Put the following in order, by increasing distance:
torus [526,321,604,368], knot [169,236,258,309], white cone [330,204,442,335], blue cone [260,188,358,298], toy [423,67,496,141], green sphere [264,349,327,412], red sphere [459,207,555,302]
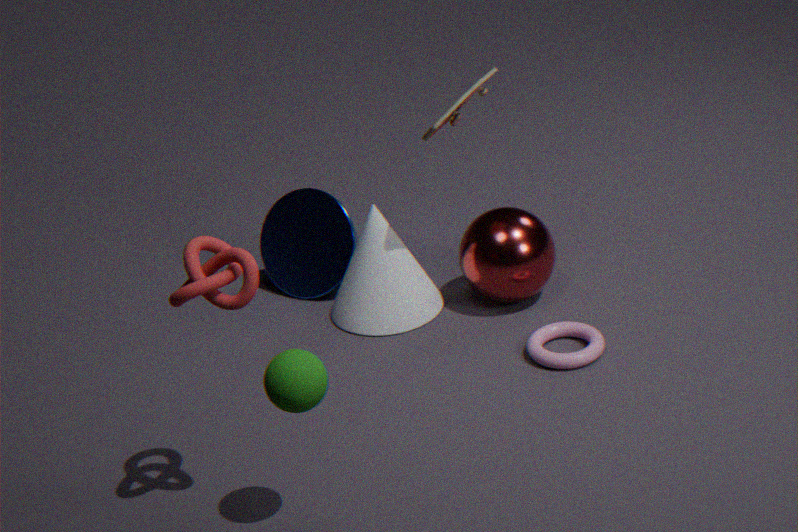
1. green sphere [264,349,327,412]
2. knot [169,236,258,309]
3. torus [526,321,604,368]
4. toy [423,67,496,141]
5. red sphere [459,207,555,302]
6. white cone [330,204,442,335]
7. blue cone [260,188,358,298]
